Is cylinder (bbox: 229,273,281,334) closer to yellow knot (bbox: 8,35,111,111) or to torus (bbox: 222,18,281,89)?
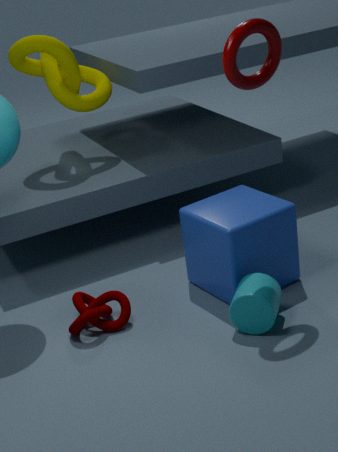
torus (bbox: 222,18,281,89)
